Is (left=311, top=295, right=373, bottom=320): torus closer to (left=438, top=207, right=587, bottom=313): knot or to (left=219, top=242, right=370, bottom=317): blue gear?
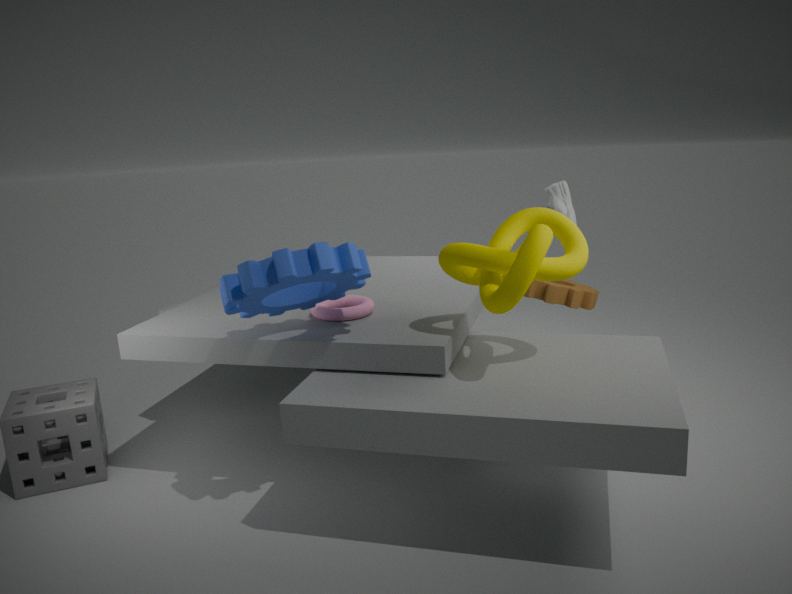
(left=219, top=242, right=370, bottom=317): blue gear
